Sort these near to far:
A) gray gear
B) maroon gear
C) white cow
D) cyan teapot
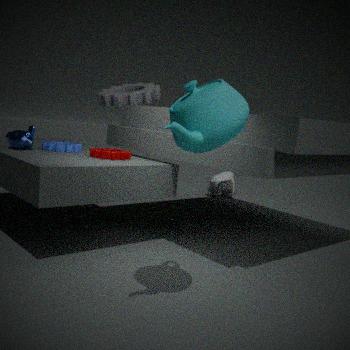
1. cyan teapot
2. maroon gear
3. gray gear
4. white cow
